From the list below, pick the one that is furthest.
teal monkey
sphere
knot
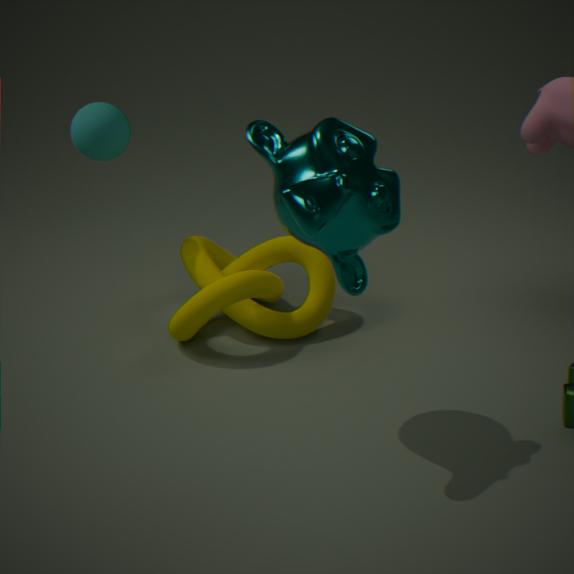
sphere
